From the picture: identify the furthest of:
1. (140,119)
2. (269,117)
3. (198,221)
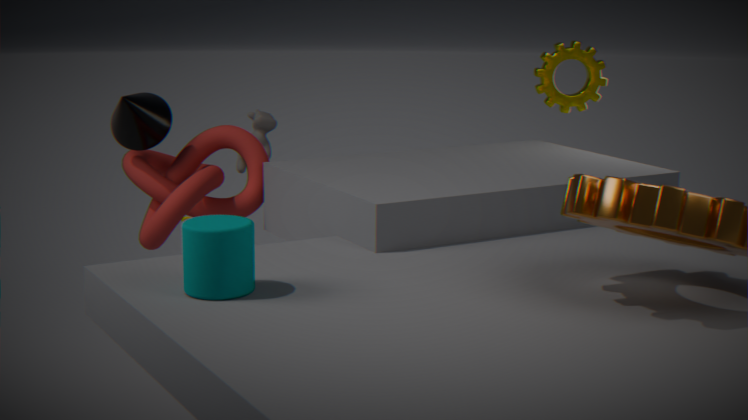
(269,117)
